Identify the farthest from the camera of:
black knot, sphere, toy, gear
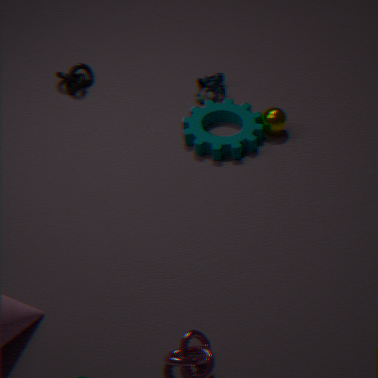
black knot
